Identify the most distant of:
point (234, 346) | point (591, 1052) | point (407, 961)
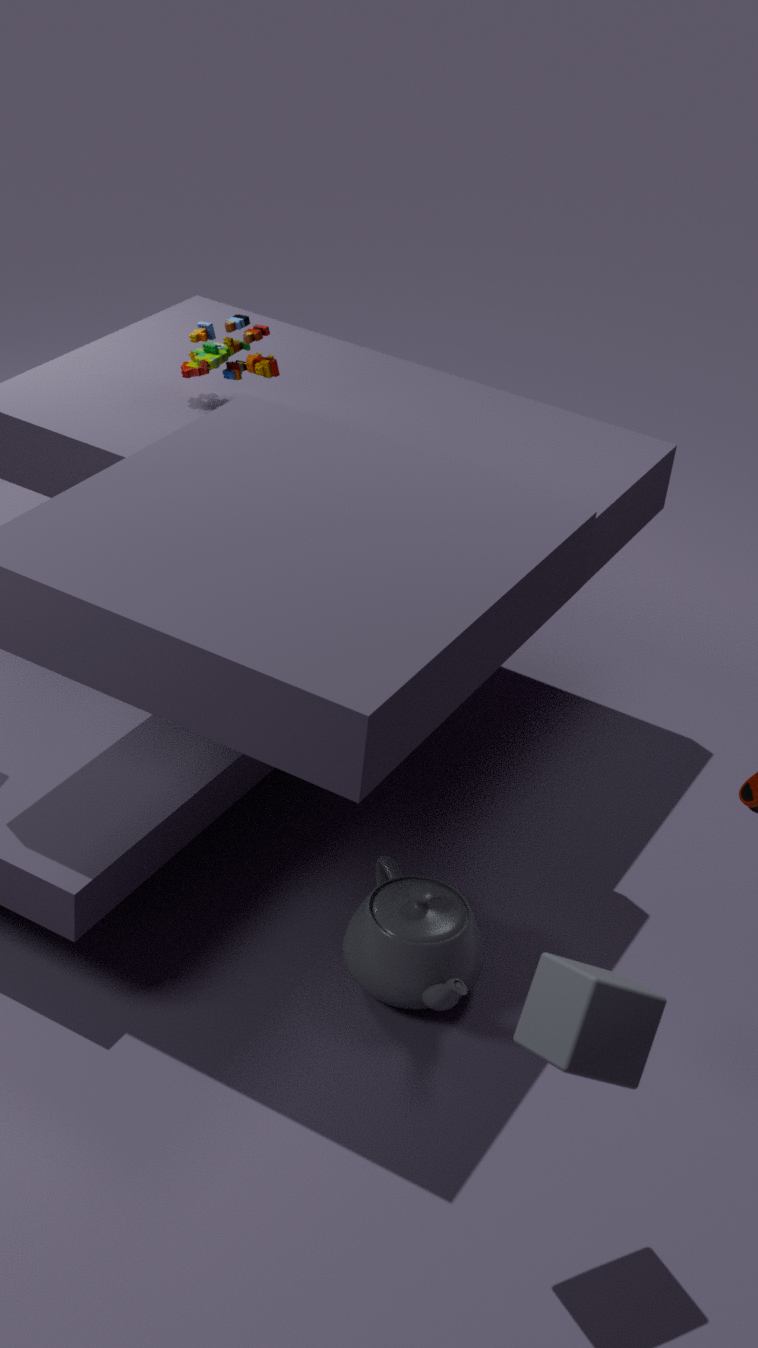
point (234, 346)
